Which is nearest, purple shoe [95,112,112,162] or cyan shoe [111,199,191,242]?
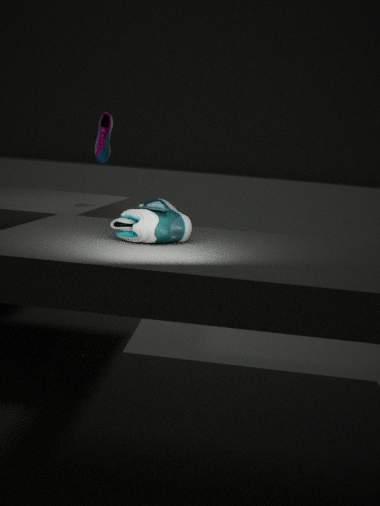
cyan shoe [111,199,191,242]
